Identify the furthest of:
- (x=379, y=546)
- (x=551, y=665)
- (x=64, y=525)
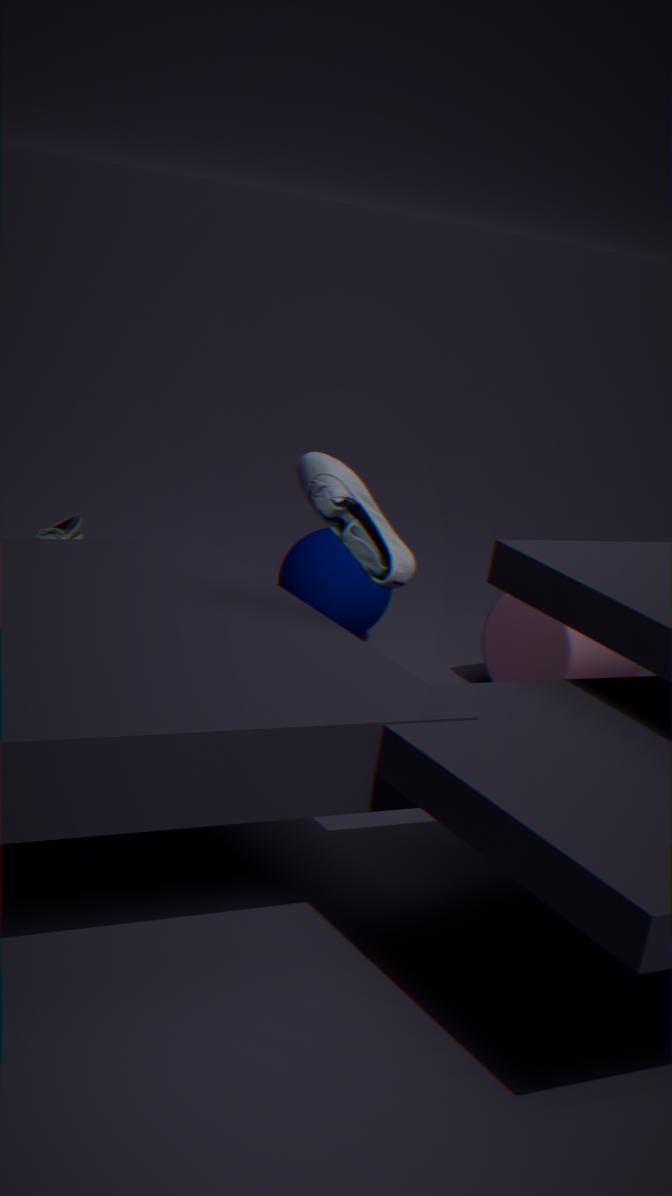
(x=64, y=525)
